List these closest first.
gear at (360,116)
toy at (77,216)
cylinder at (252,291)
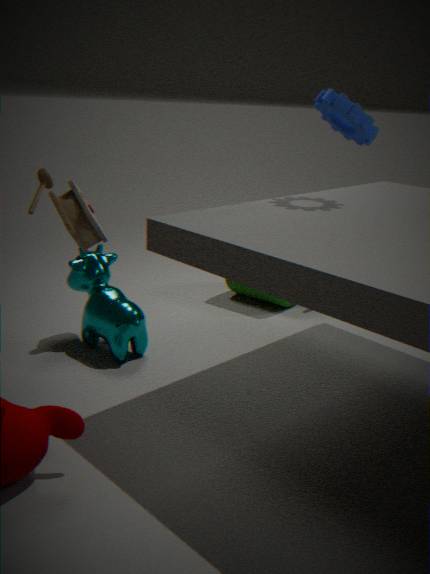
toy at (77,216) < gear at (360,116) < cylinder at (252,291)
